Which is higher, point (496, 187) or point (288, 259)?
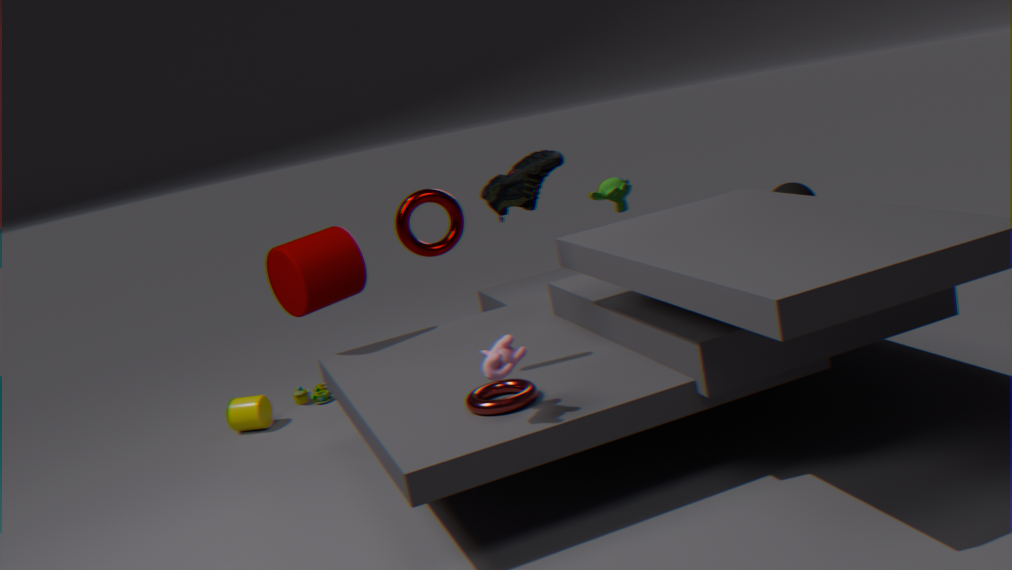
point (496, 187)
